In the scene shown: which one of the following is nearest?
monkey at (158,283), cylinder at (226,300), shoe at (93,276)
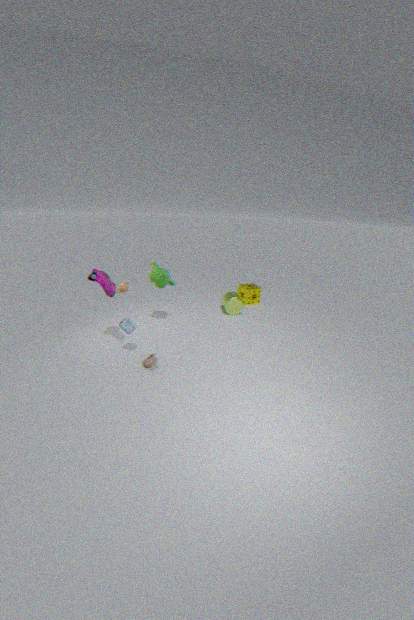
shoe at (93,276)
